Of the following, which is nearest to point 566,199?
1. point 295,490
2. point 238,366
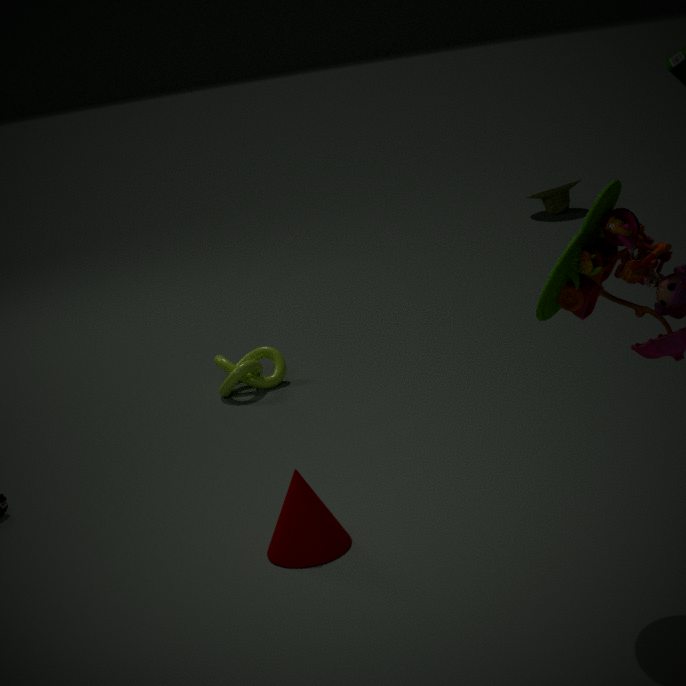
point 238,366
